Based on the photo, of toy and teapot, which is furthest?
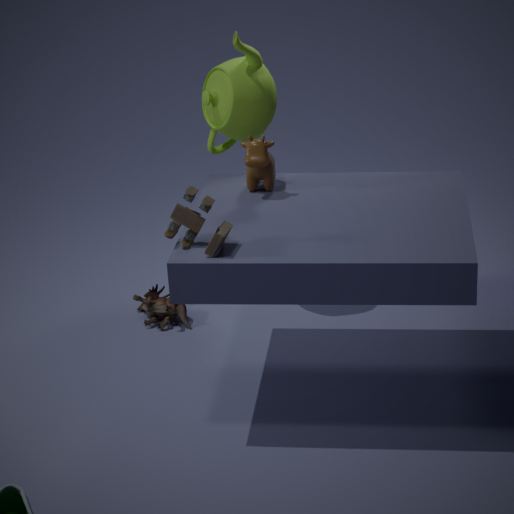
teapot
